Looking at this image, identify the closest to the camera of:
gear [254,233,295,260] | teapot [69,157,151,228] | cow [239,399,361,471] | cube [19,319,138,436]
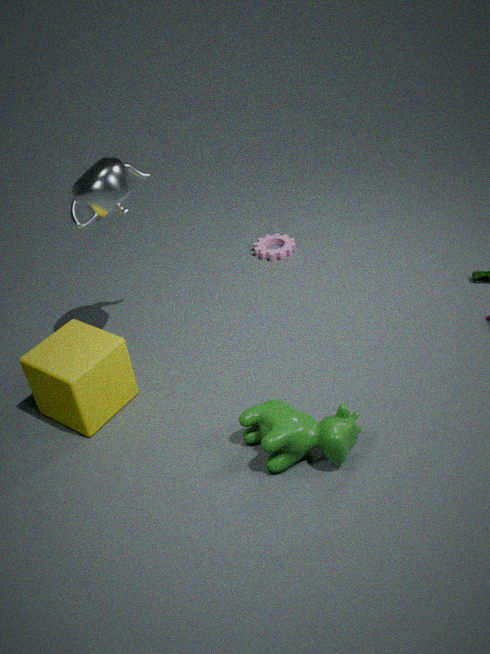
cow [239,399,361,471]
